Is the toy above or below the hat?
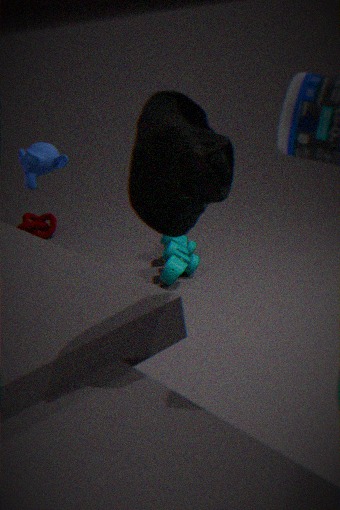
below
